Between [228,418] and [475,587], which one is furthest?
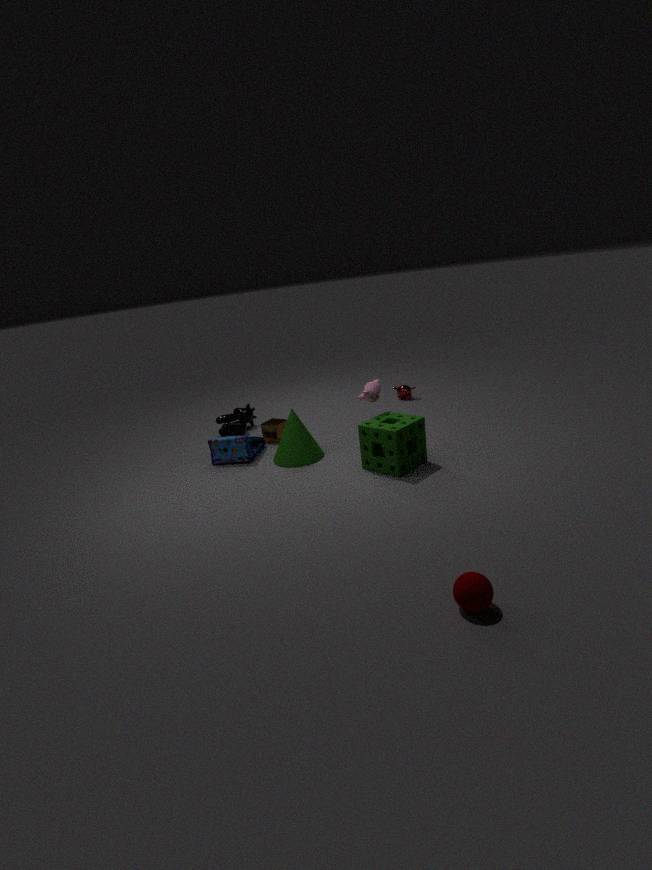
[228,418]
